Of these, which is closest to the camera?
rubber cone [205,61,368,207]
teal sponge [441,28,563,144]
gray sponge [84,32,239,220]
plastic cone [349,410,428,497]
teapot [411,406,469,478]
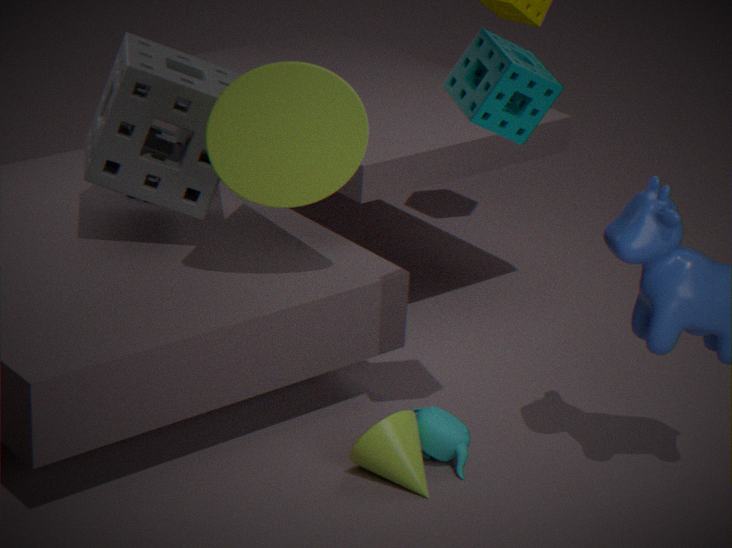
teal sponge [441,28,563,144]
